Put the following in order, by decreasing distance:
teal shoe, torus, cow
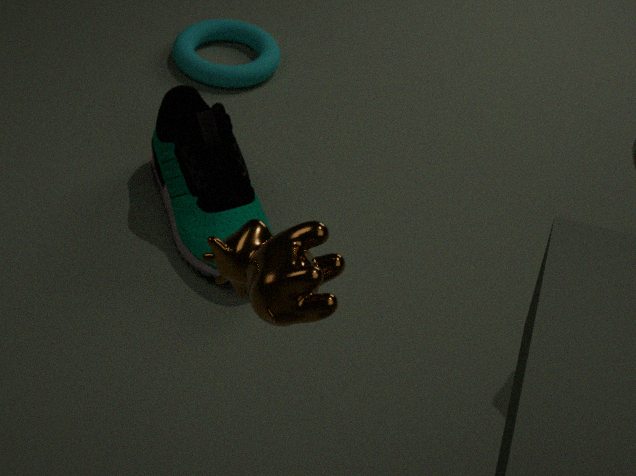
torus
teal shoe
cow
